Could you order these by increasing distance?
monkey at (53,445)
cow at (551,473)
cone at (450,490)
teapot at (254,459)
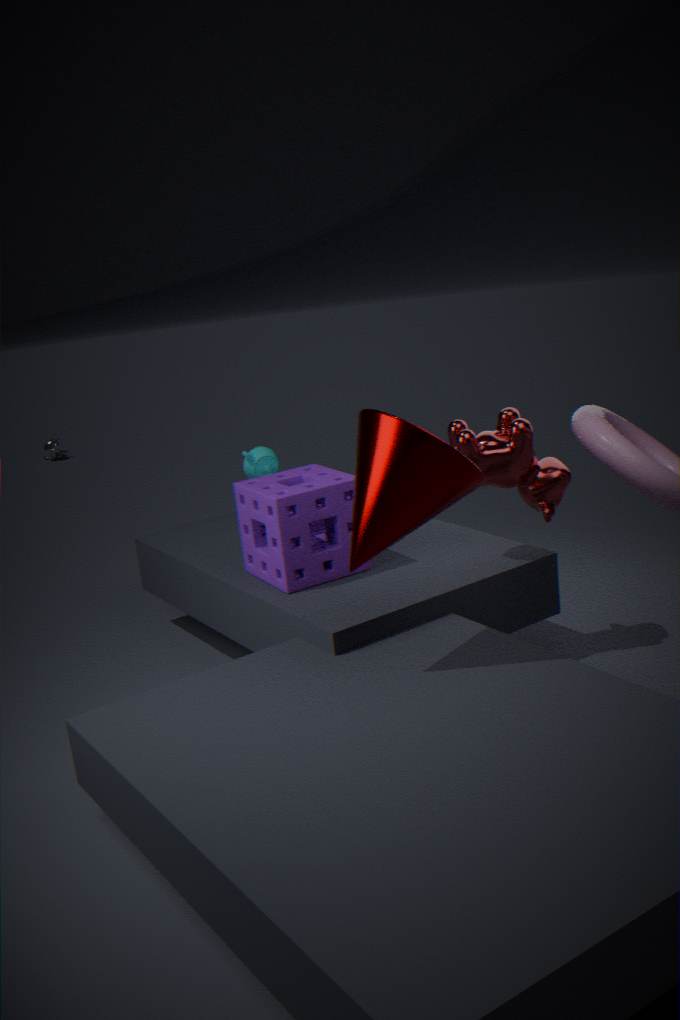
1. cone at (450,490)
2. cow at (551,473)
3. teapot at (254,459)
4. monkey at (53,445)
